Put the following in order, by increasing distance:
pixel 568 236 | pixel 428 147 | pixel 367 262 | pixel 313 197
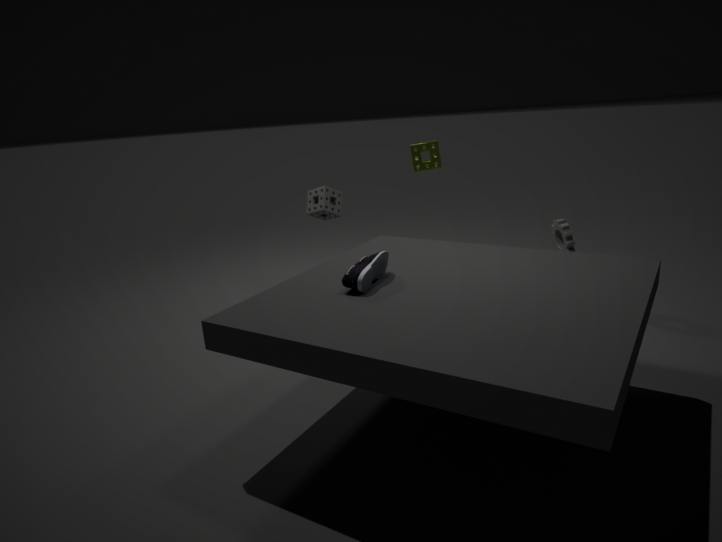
pixel 367 262 → pixel 428 147 → pixel 568 236 → pixel 313 197
